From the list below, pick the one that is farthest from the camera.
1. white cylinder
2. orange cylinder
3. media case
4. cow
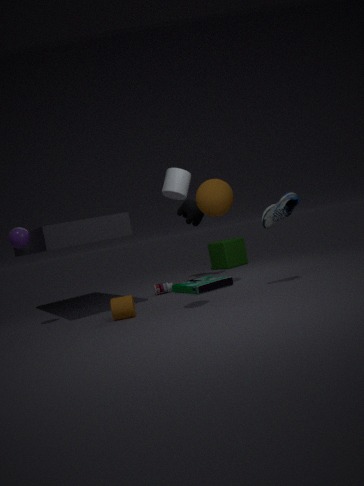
cow
